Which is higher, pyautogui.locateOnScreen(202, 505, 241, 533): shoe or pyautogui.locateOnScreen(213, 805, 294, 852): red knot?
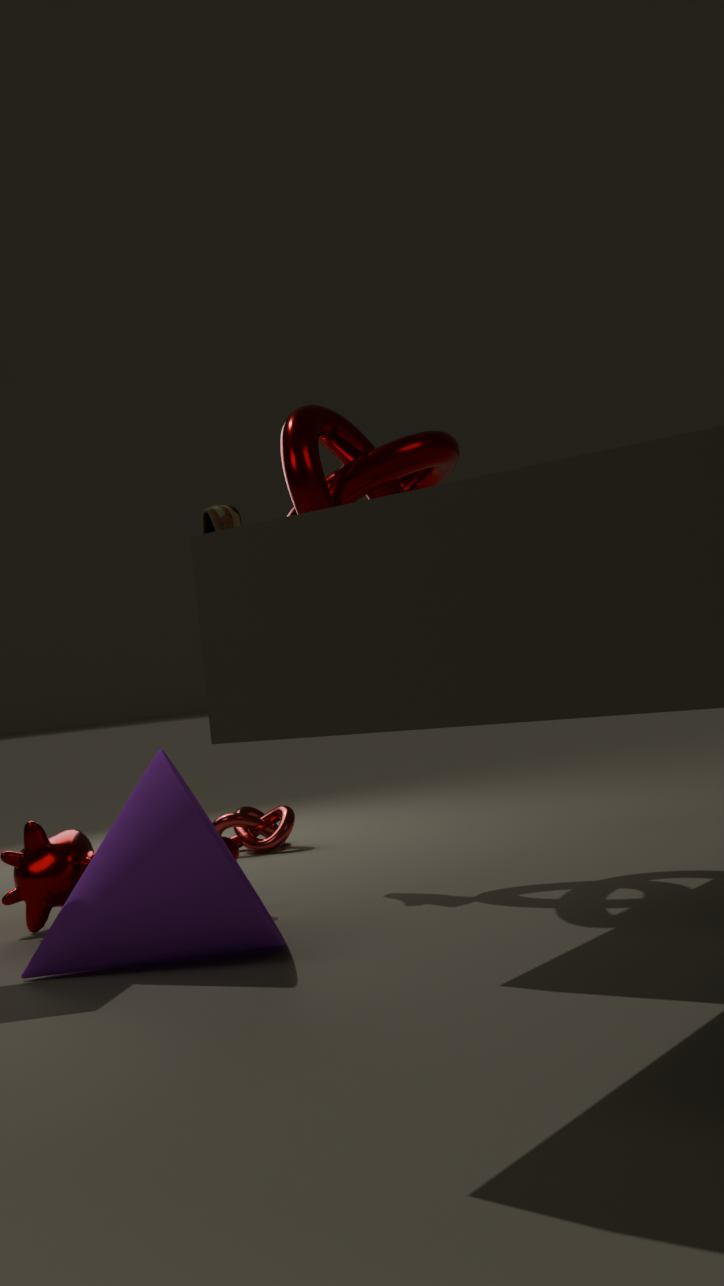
pyautogui.locateOnScreen(202, 505, 241, 533): shoe
